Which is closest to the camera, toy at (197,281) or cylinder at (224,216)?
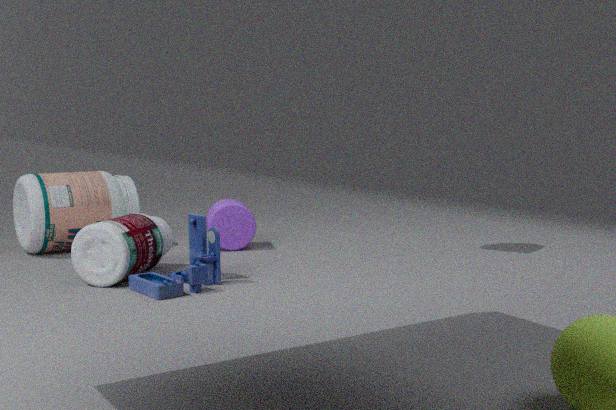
toy at (197,281)
